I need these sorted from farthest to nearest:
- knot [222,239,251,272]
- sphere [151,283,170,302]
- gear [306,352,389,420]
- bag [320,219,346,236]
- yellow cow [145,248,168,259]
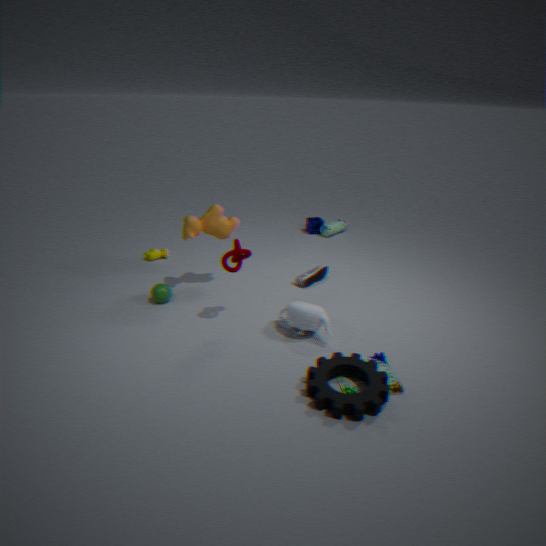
bag [320,219,346,236]
yellow cow [145,248,168,259]
sphere [151,283,170,302]
knot [222,239,251,272]
gear [306,352,389,420]
